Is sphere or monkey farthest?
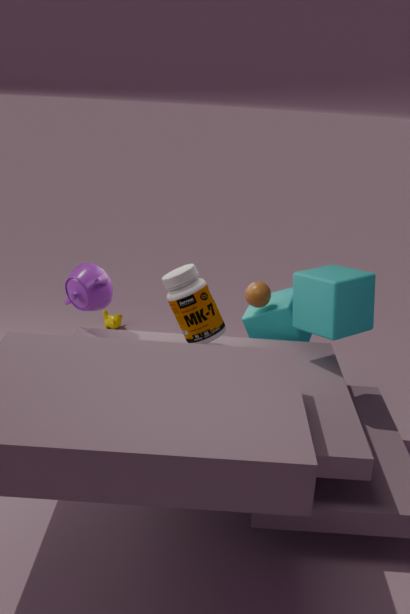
monkey
